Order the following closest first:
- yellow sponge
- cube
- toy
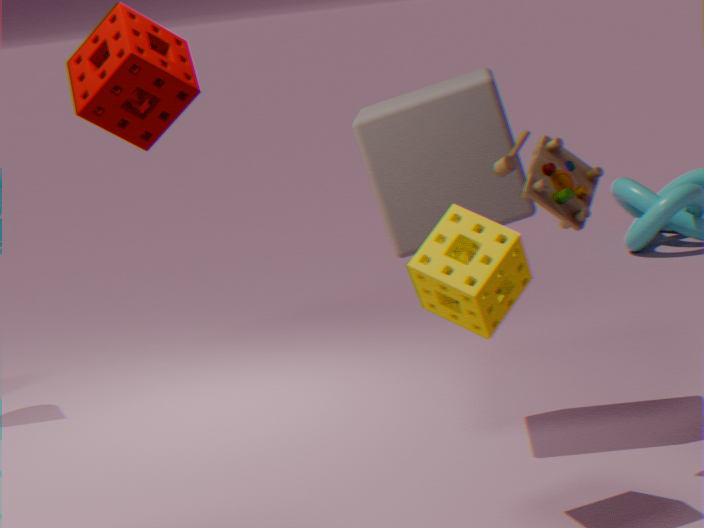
yellow sponge
toy
cube
